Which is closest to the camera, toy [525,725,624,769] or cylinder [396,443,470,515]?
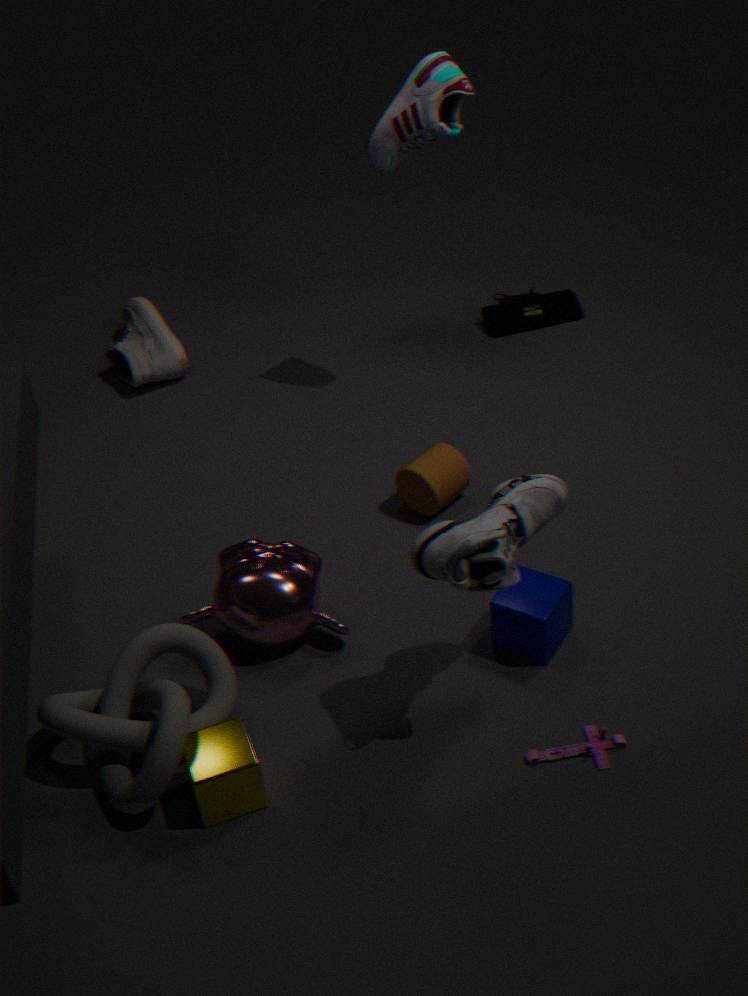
toy [525,725,624,769]
